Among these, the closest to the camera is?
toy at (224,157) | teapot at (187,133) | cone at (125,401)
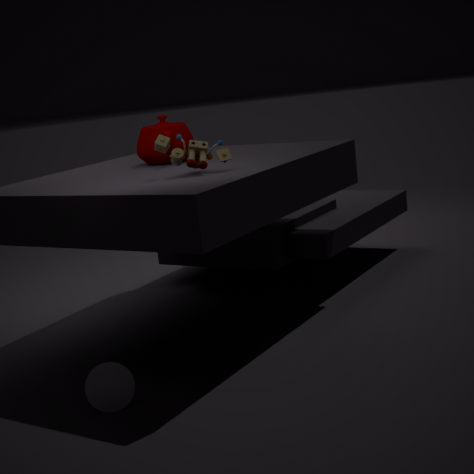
cone at (125,401)
